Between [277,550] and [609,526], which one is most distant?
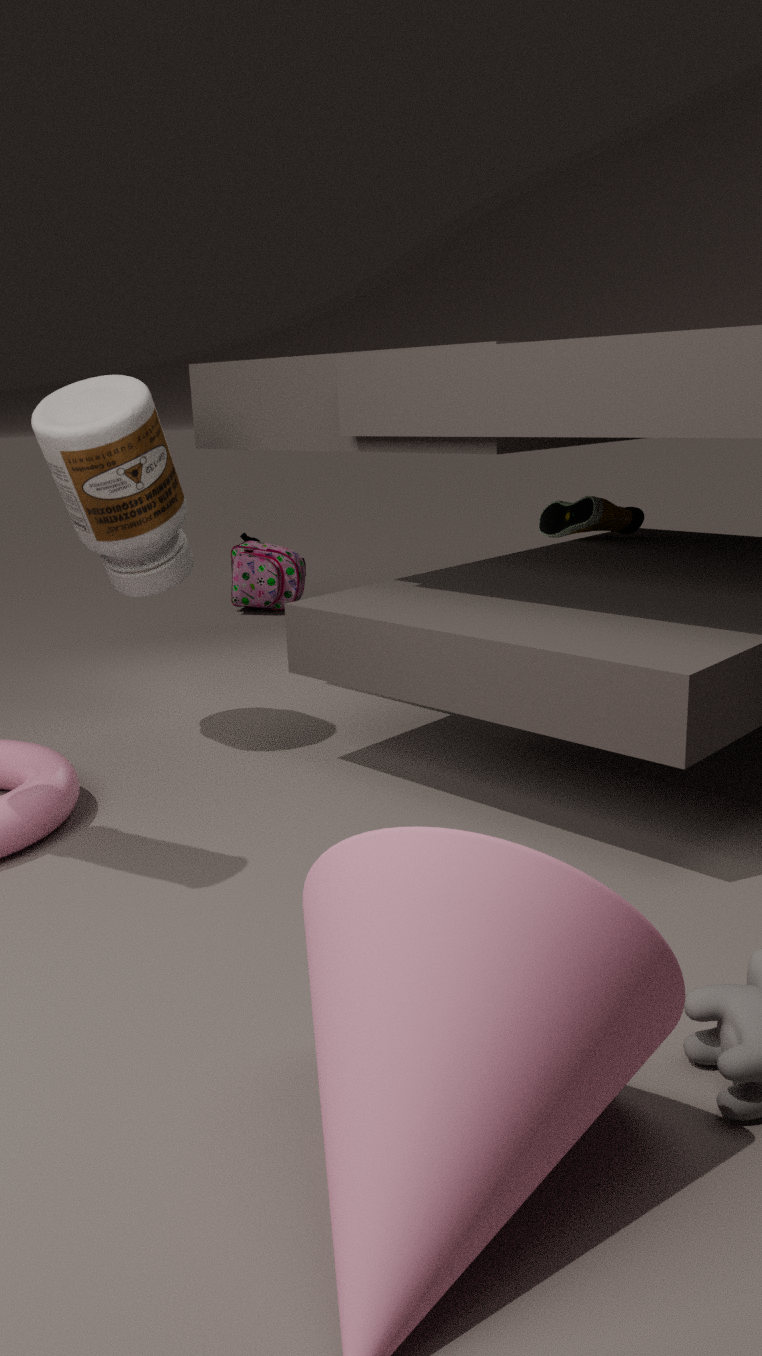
[277,550]
